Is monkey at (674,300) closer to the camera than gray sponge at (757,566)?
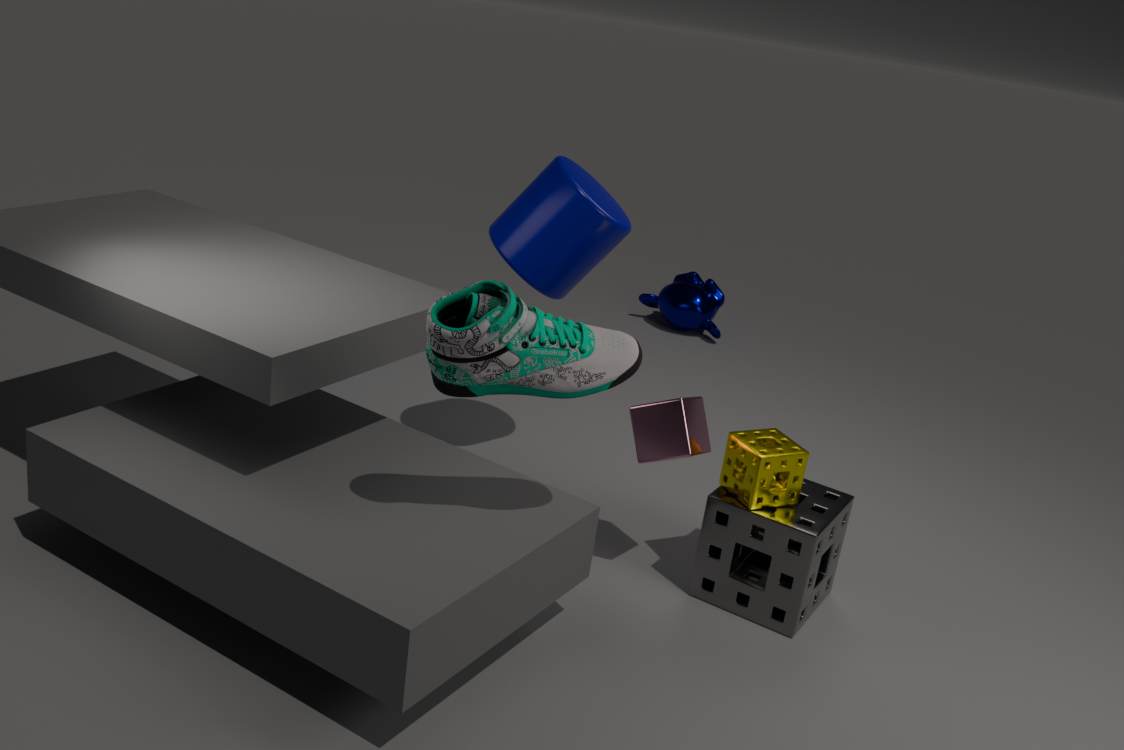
No
